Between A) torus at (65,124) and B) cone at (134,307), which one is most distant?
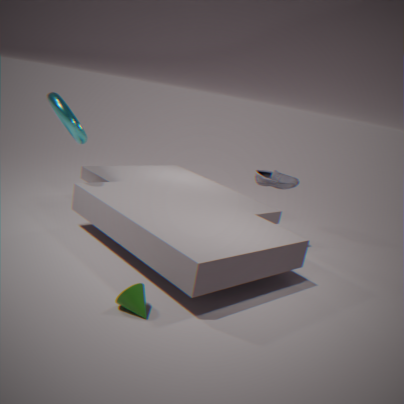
A. torus at (65,124)
